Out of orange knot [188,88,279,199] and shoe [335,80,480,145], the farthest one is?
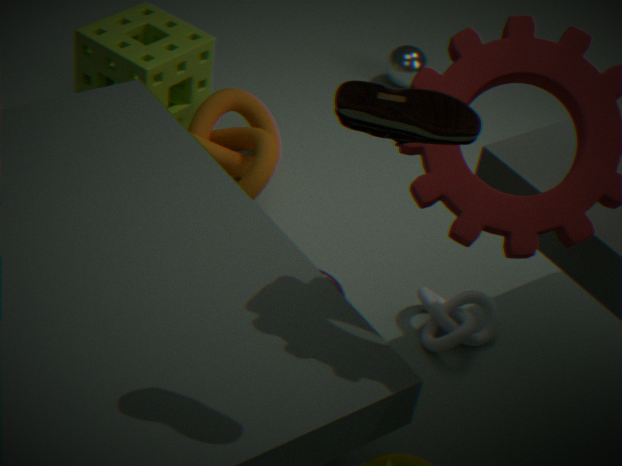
orange knot [188,88,279,199]
